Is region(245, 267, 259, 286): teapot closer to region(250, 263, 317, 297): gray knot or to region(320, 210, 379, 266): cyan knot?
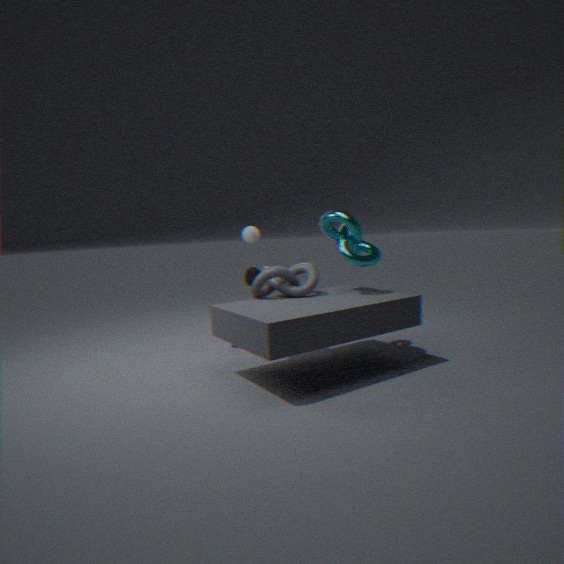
region(250, 263, 317, 297): gray knot
